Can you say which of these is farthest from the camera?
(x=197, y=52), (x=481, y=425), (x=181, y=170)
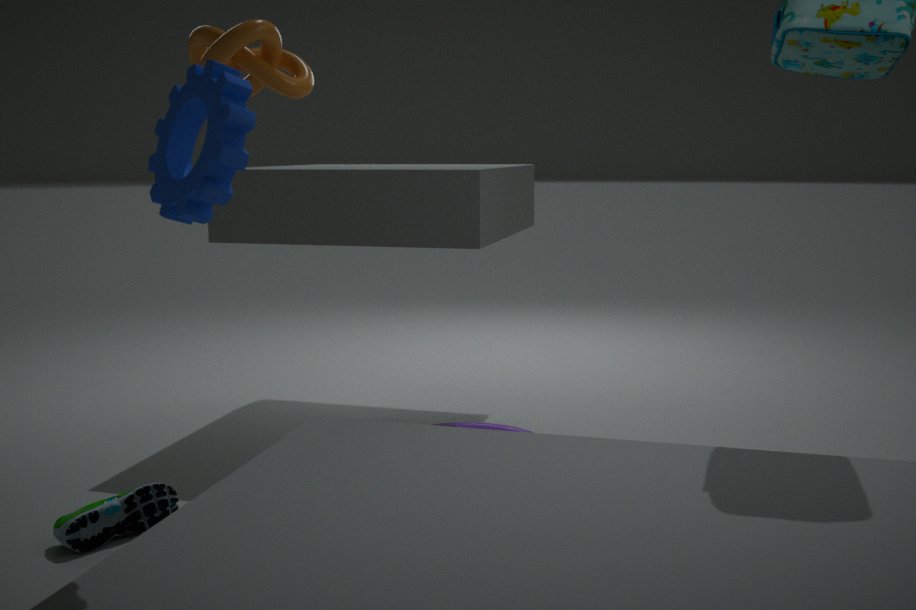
(x=481, y=425)
